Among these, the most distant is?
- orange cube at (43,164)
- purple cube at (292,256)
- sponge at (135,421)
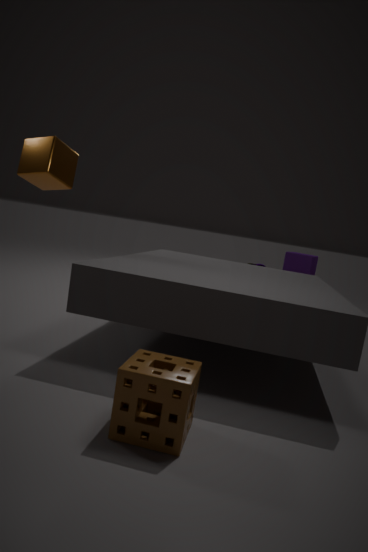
purple cube at (292,256)
